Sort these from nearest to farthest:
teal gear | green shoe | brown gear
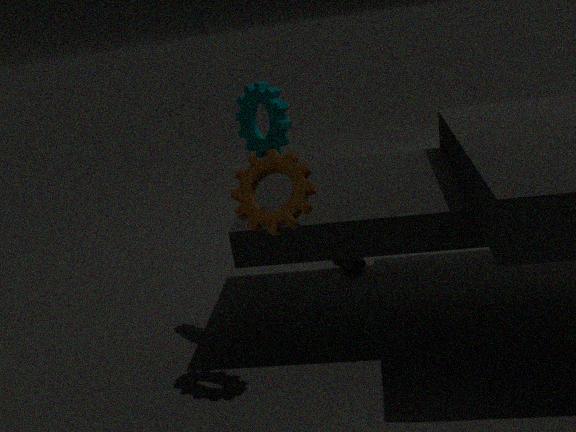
1. brown gear
2. teal gear
3. green shoe
